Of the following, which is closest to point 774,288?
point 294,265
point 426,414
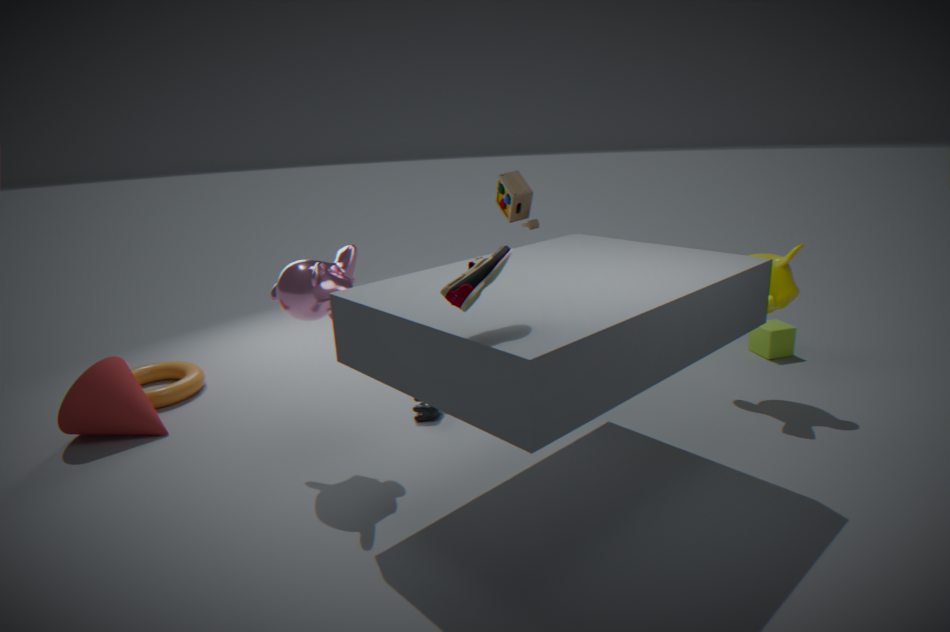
point 426,414
